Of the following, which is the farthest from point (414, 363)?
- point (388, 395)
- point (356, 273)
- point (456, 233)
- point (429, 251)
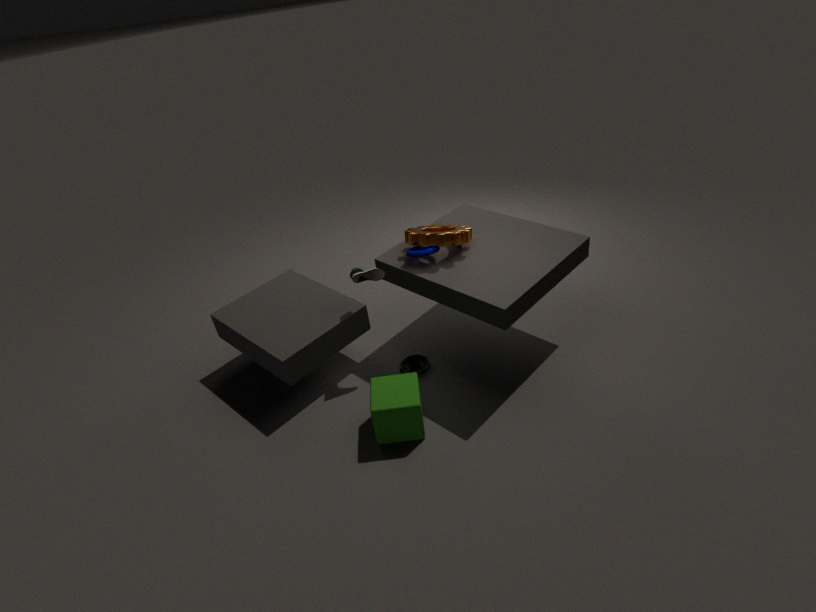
point (456, 233)
